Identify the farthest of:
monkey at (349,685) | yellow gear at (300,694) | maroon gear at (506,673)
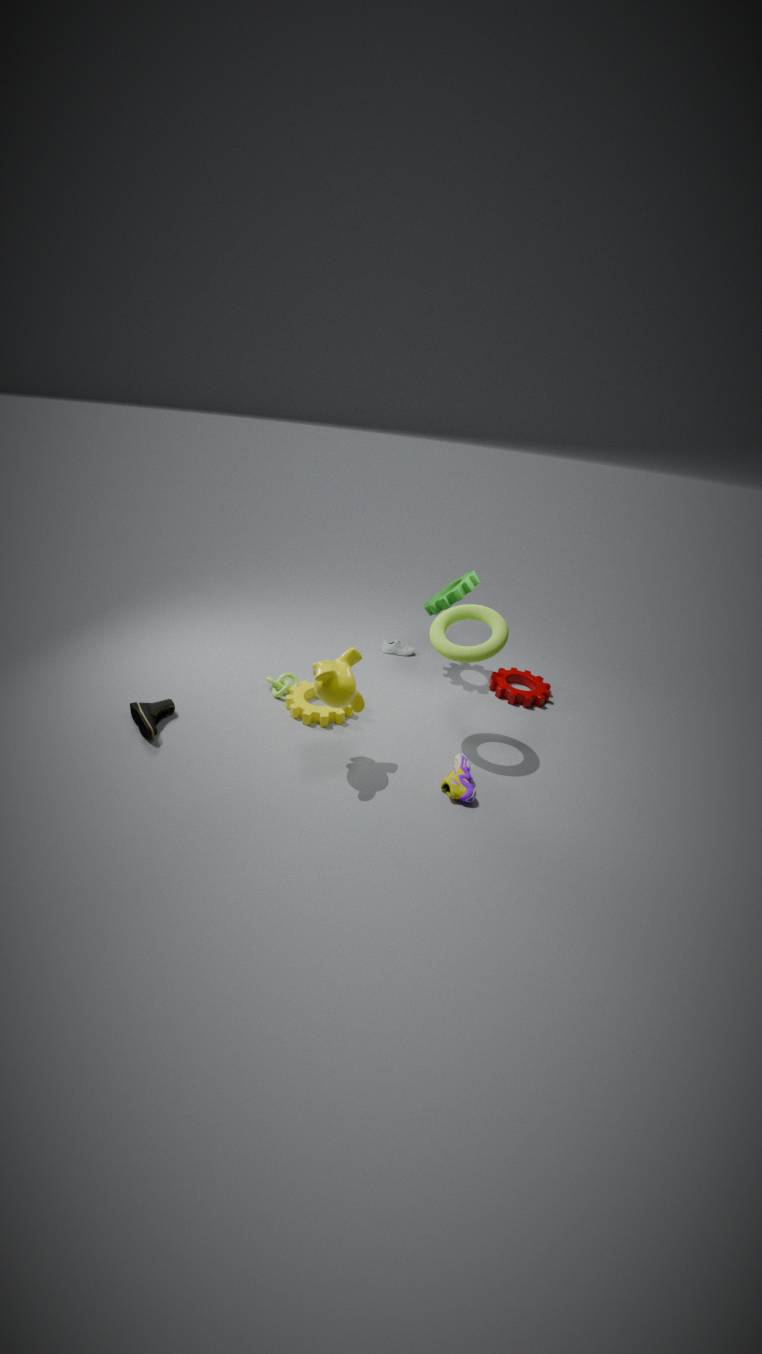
maroon gear at (506,673)
